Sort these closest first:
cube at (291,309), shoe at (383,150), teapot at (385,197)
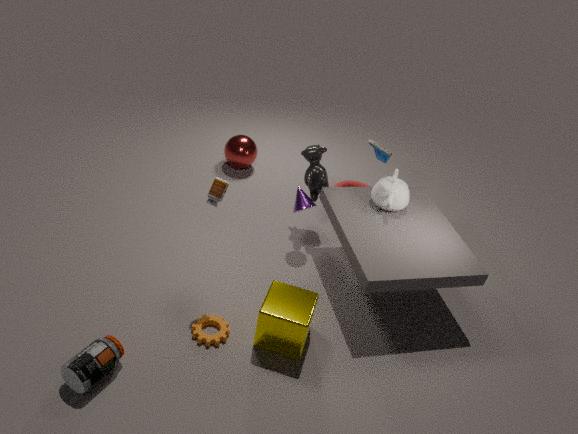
1. cube at (291,309)
2. teapot at (385,197)
3. shoe at (383,150)
